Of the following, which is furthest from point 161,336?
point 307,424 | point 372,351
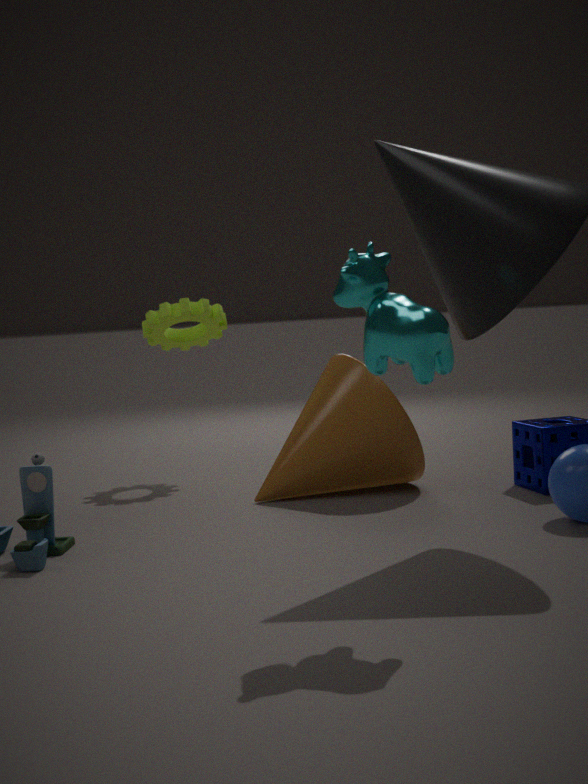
point 372,351
